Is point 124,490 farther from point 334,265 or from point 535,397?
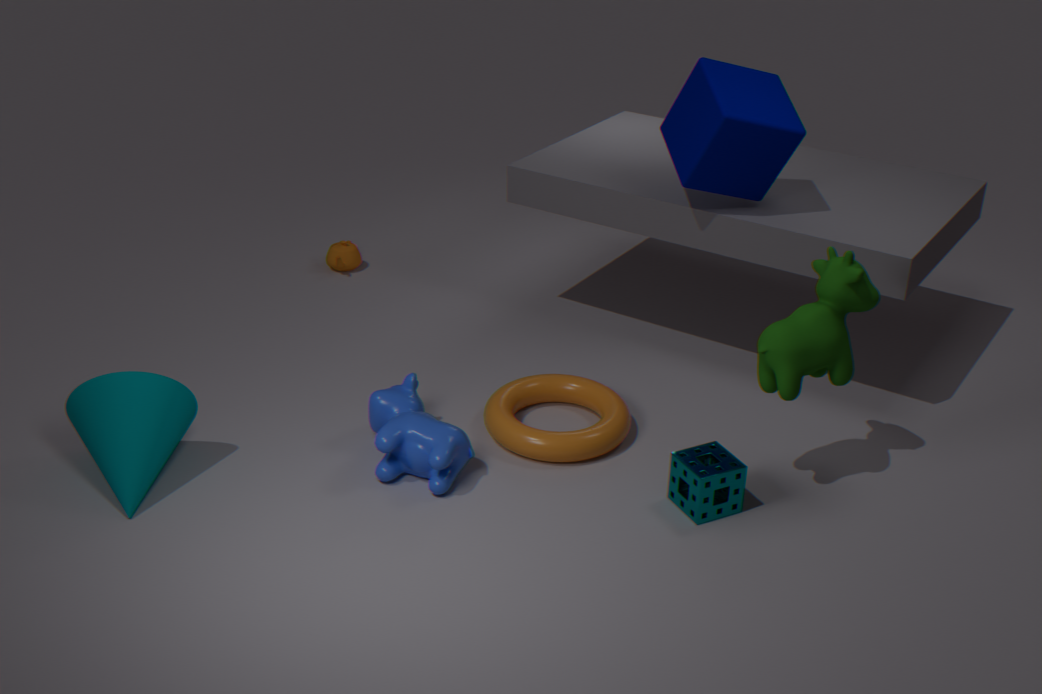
point 334,265
